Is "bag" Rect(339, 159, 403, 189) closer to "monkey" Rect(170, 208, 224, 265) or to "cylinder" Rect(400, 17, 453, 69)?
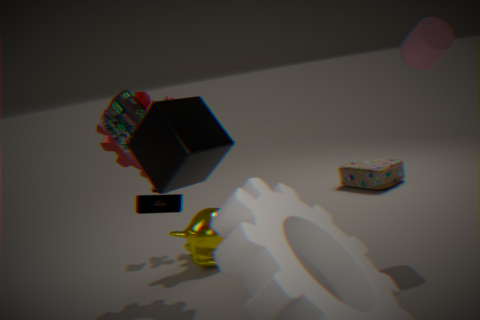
"monkey" Rect(170, 208, 224, 265)
